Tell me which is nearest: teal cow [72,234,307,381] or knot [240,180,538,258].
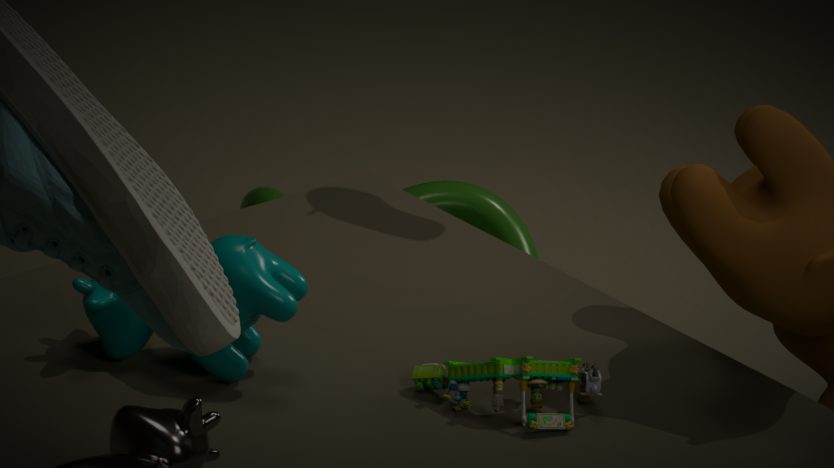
teal cow [72,234,307,381]
